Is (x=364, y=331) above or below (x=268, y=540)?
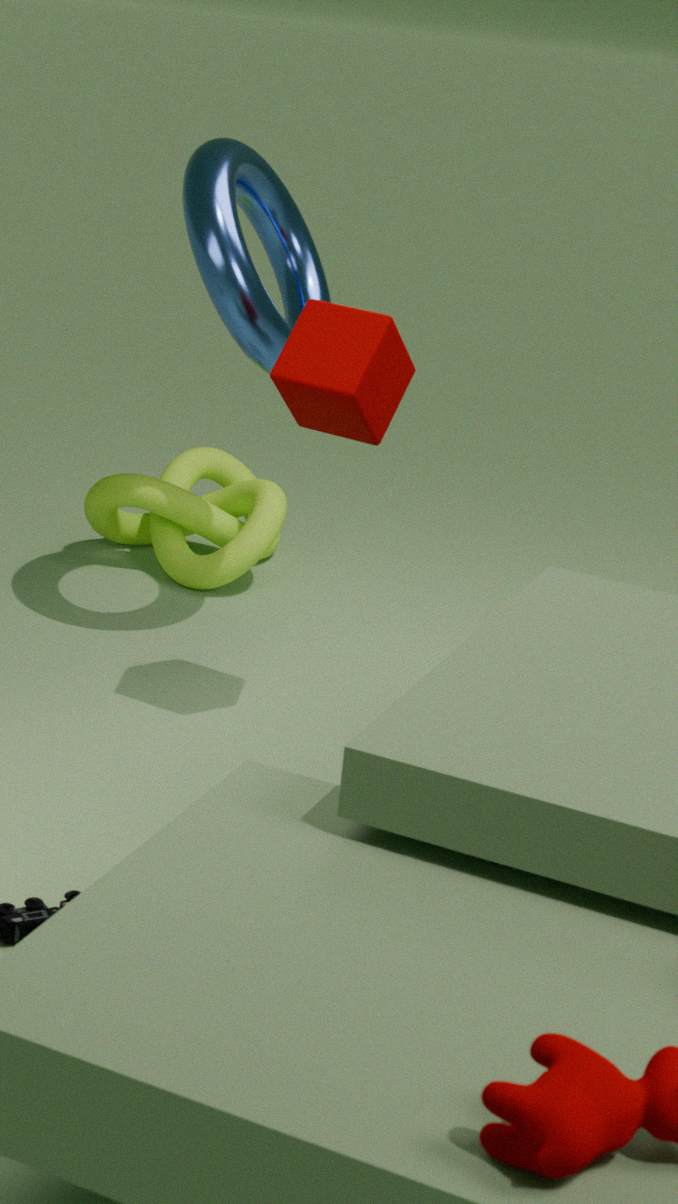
above
